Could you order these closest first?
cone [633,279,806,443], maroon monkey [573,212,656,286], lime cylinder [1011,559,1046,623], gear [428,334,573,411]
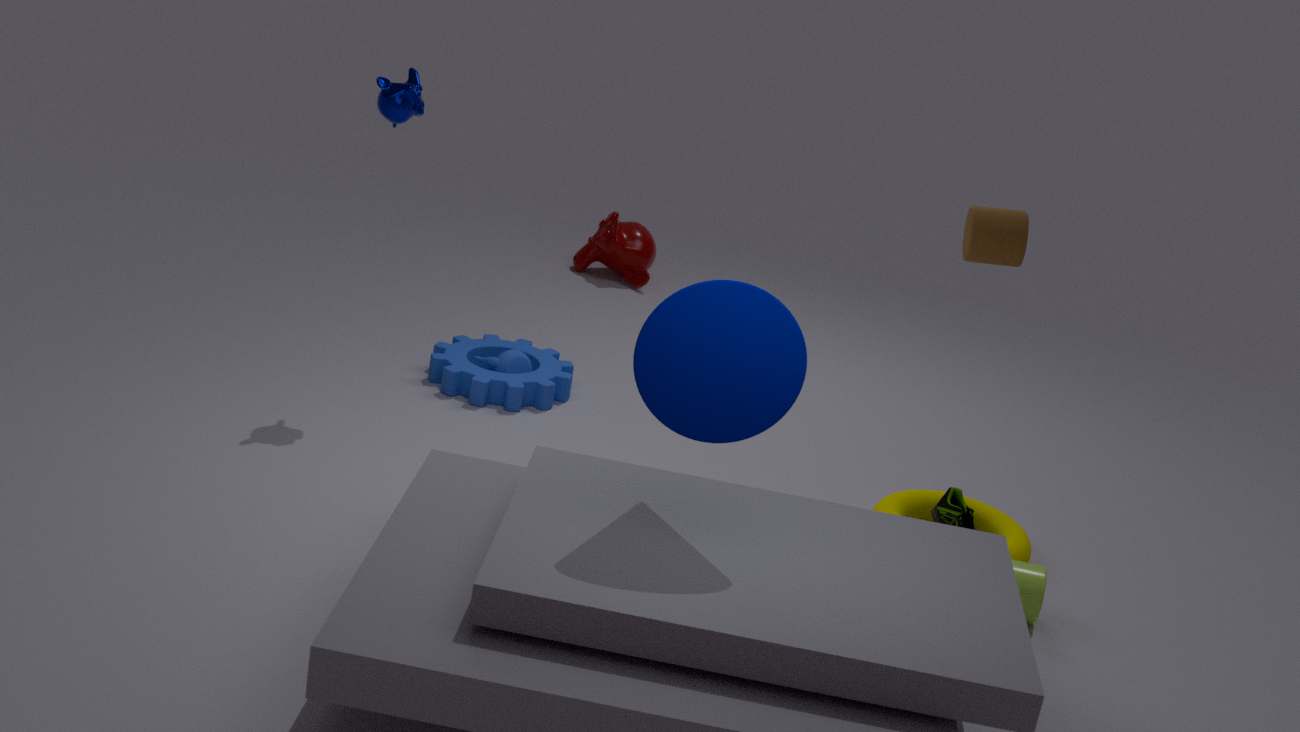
cone [633,279,806,443]
lime cylinder [1011,559,1046,623]
gear [428,334,573,411]
maroon monkey [573,212,656,286]
